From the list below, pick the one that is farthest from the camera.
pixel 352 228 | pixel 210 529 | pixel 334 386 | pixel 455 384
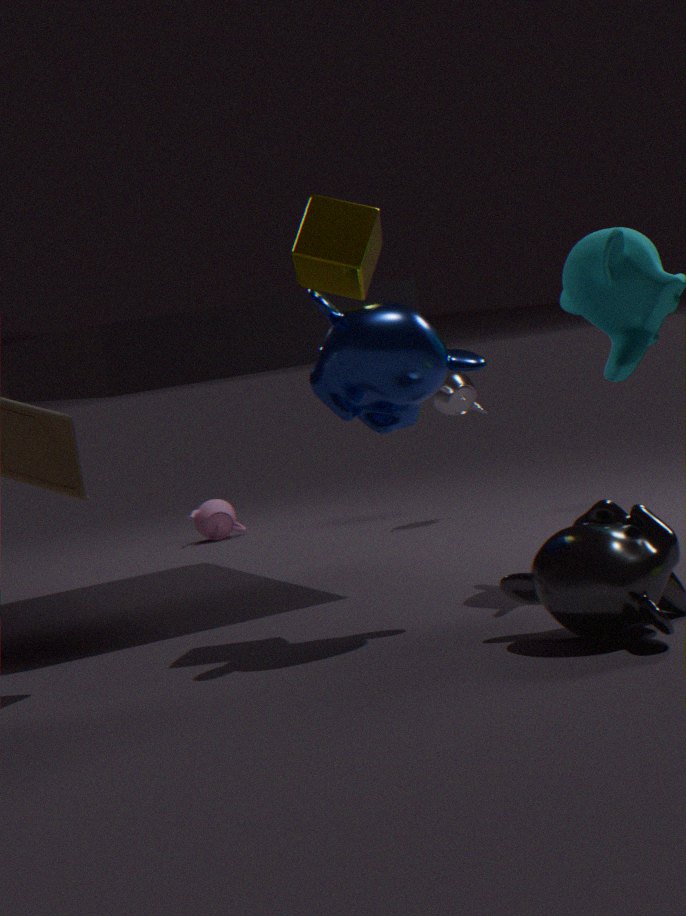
pixel 210 529
